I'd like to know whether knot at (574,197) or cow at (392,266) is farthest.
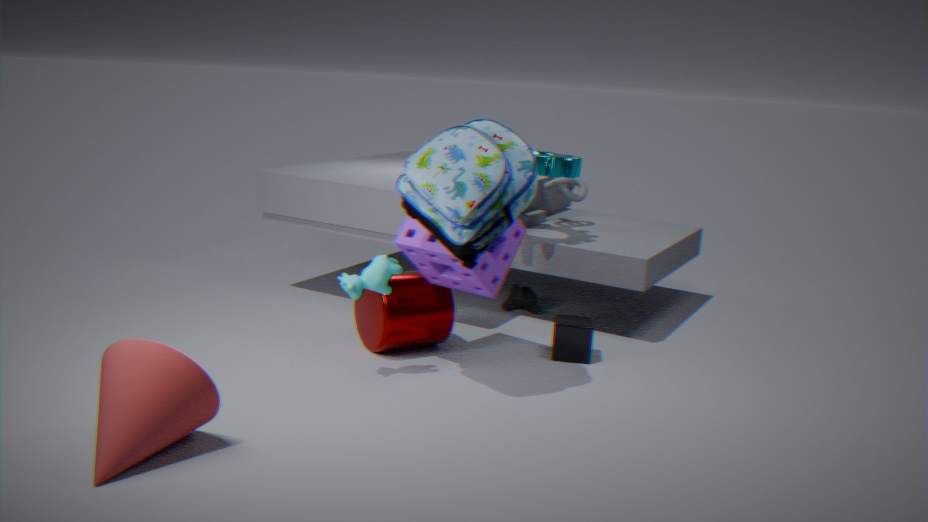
knot at (574,197)
